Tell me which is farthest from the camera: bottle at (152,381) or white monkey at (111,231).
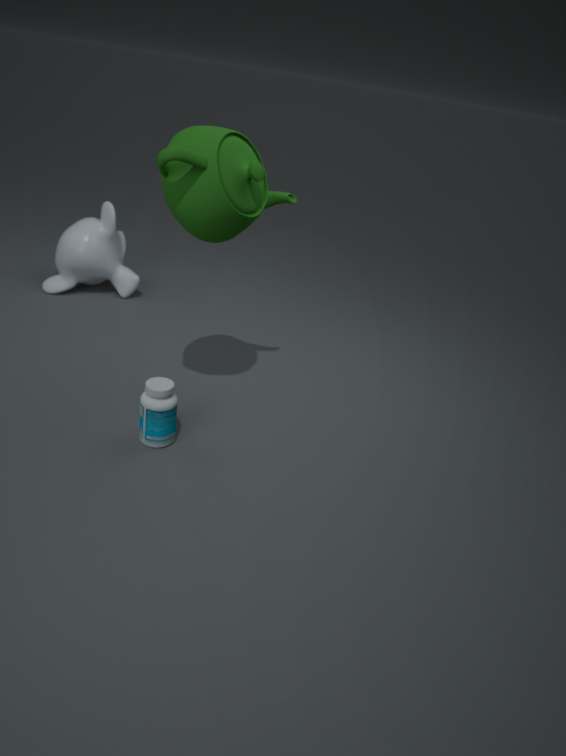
white monkey at (111,231)
